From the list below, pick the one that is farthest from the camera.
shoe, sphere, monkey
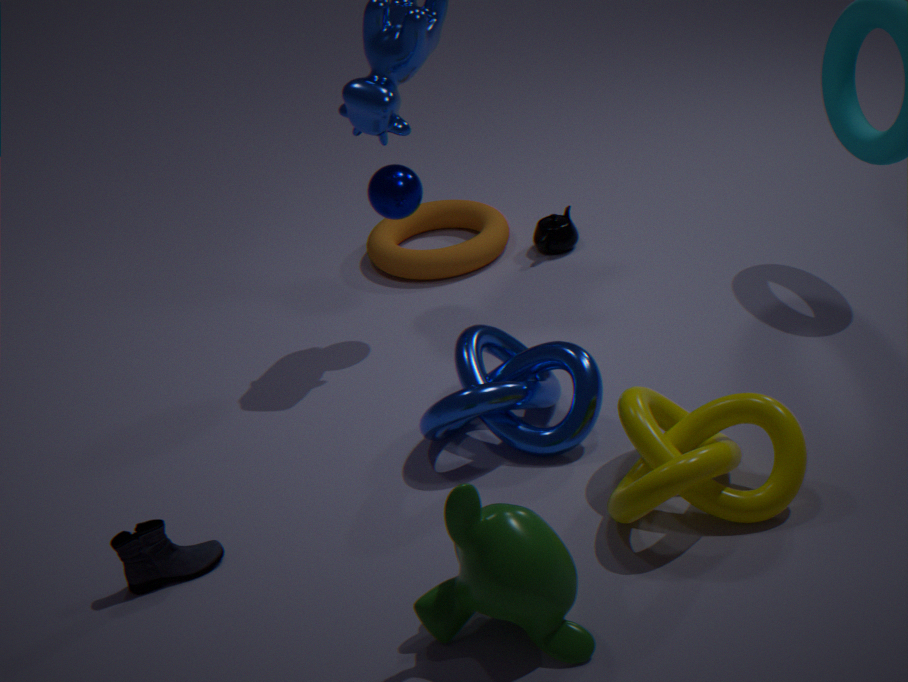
sphere
